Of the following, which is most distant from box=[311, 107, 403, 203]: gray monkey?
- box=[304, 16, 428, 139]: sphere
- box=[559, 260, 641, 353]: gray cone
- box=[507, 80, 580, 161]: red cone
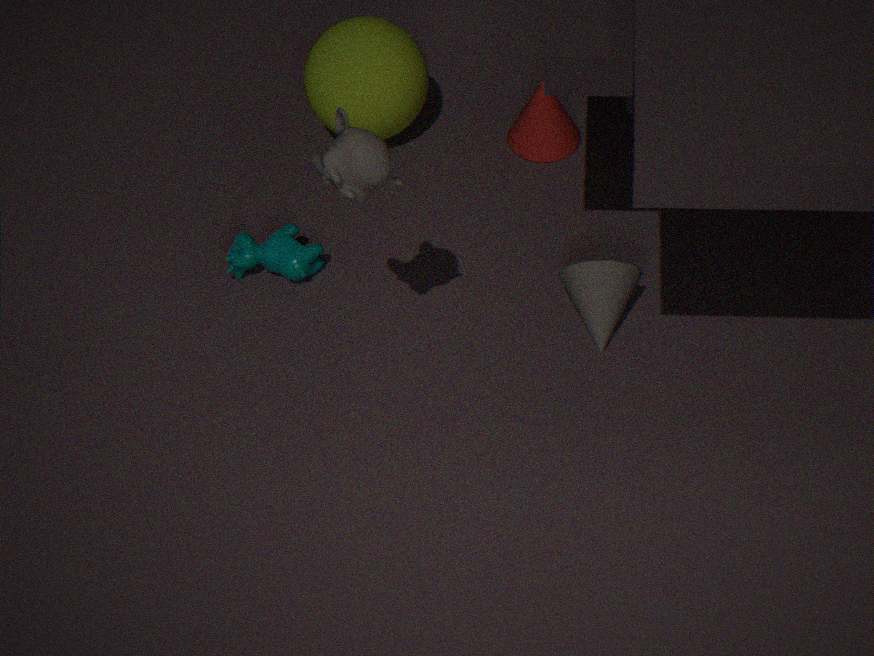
box=[507, 80, 580, 161]: red cone
